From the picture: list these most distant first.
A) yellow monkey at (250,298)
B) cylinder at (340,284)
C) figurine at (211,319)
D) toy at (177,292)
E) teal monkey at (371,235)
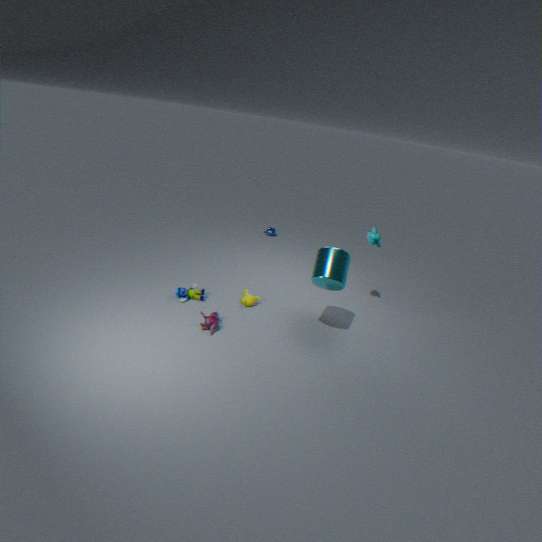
teal monkey at (371,235) < yellow monkey at (250,298) < toy at (177,292) < figurine at (211,319) < cylinder at (340,284)
